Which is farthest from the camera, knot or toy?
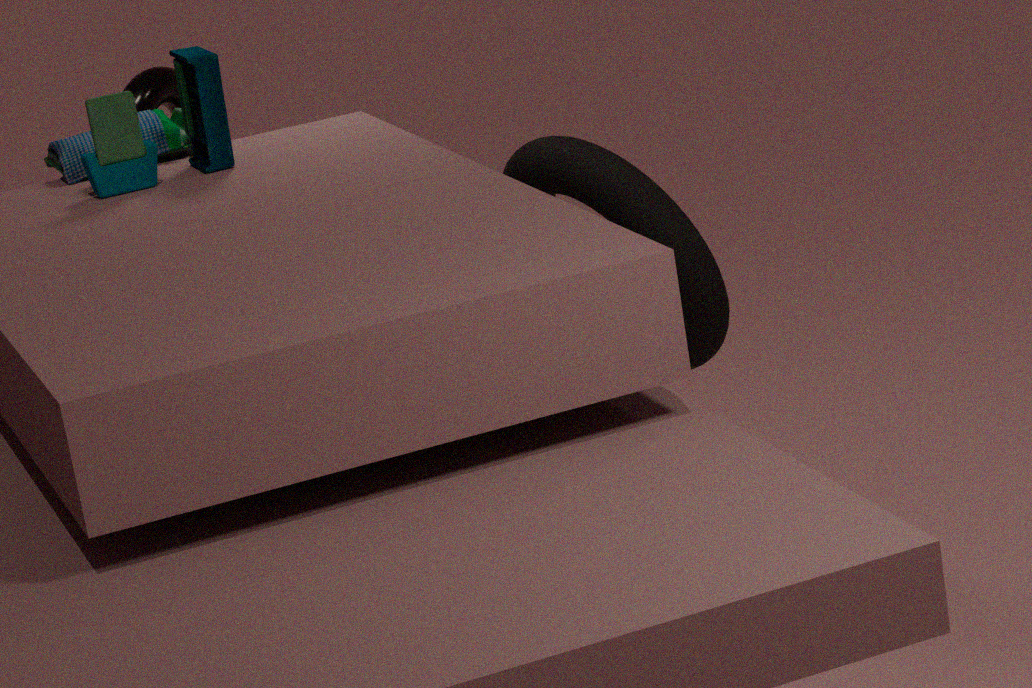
knot
